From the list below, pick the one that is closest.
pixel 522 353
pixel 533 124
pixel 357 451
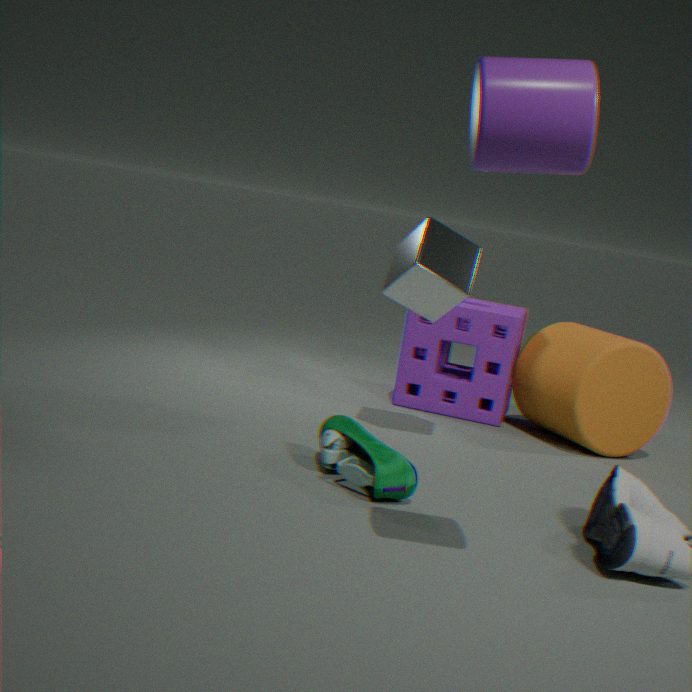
pixel 533 124
